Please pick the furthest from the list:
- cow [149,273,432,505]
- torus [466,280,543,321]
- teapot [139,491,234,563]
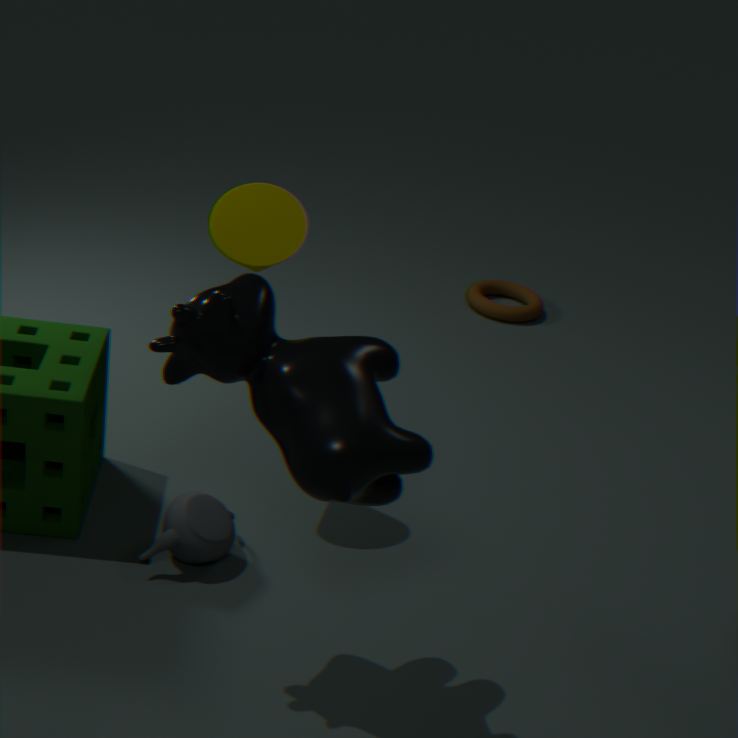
torus [466,280,543,321]
